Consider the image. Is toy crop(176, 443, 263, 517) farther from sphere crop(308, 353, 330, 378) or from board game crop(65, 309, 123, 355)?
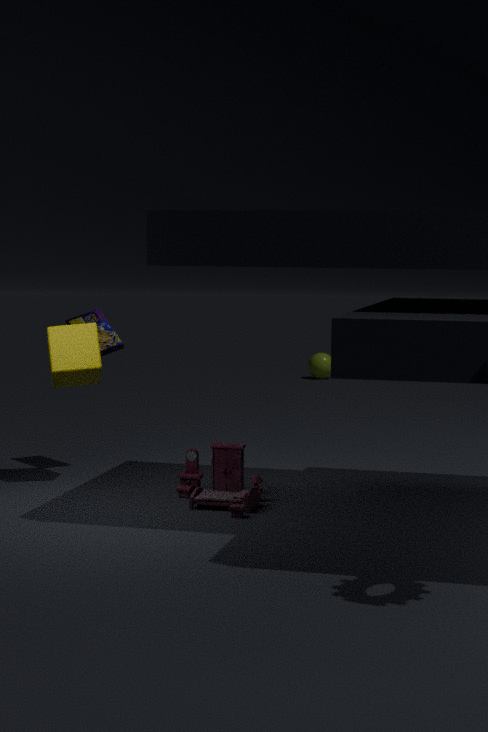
sphere crop(308, 353, 330, 378)
